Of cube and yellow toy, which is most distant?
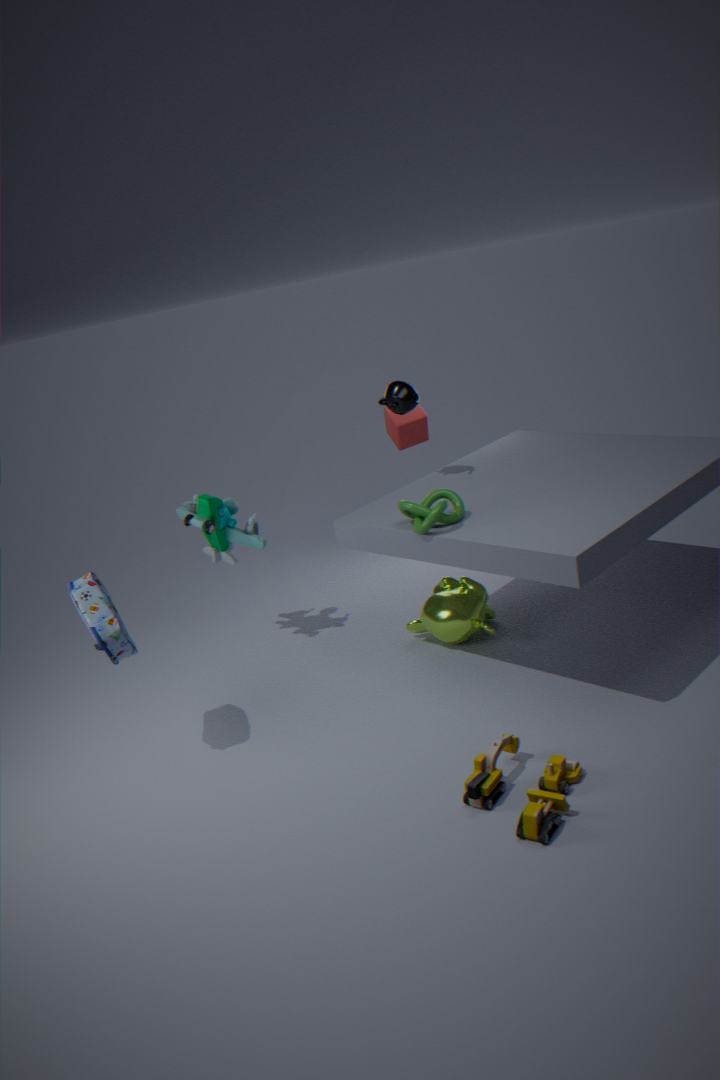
cube
